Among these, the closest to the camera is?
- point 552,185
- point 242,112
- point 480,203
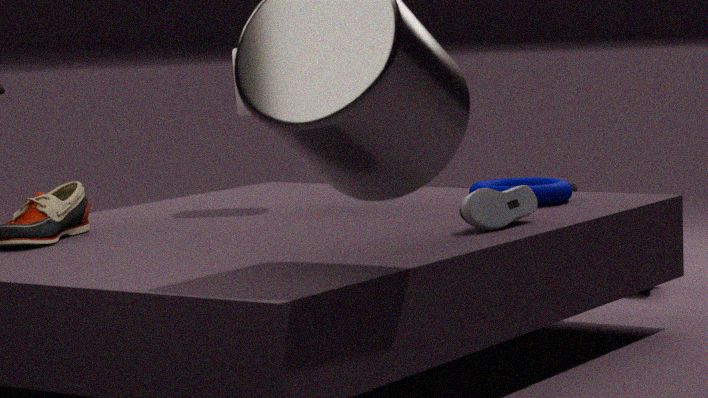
point 480,203
